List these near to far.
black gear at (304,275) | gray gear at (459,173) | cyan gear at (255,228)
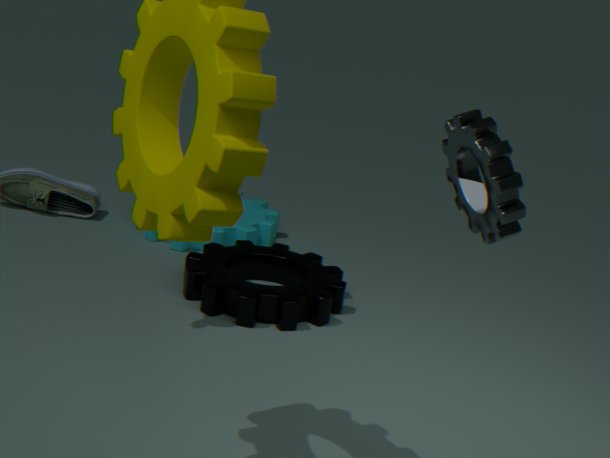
gray gear at (459,173)
black gear at (304,275)
cyan gear at (255,228)
